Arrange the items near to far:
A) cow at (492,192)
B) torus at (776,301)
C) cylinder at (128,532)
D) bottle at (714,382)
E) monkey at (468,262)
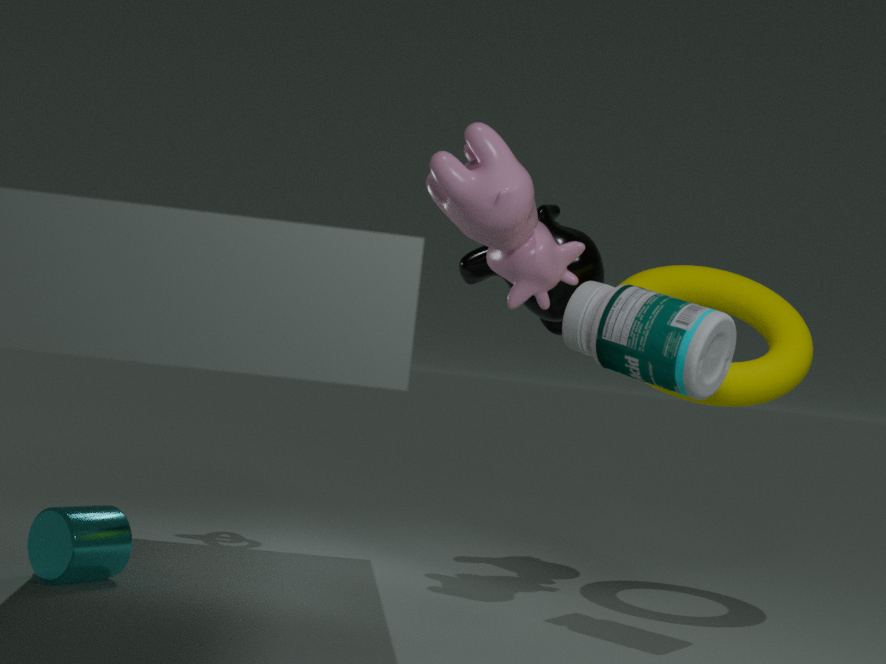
bottle at (714,382) → cow at (492,192) → cylinder at (128,532) → torus at (776,301) → monkey at (468,262)
